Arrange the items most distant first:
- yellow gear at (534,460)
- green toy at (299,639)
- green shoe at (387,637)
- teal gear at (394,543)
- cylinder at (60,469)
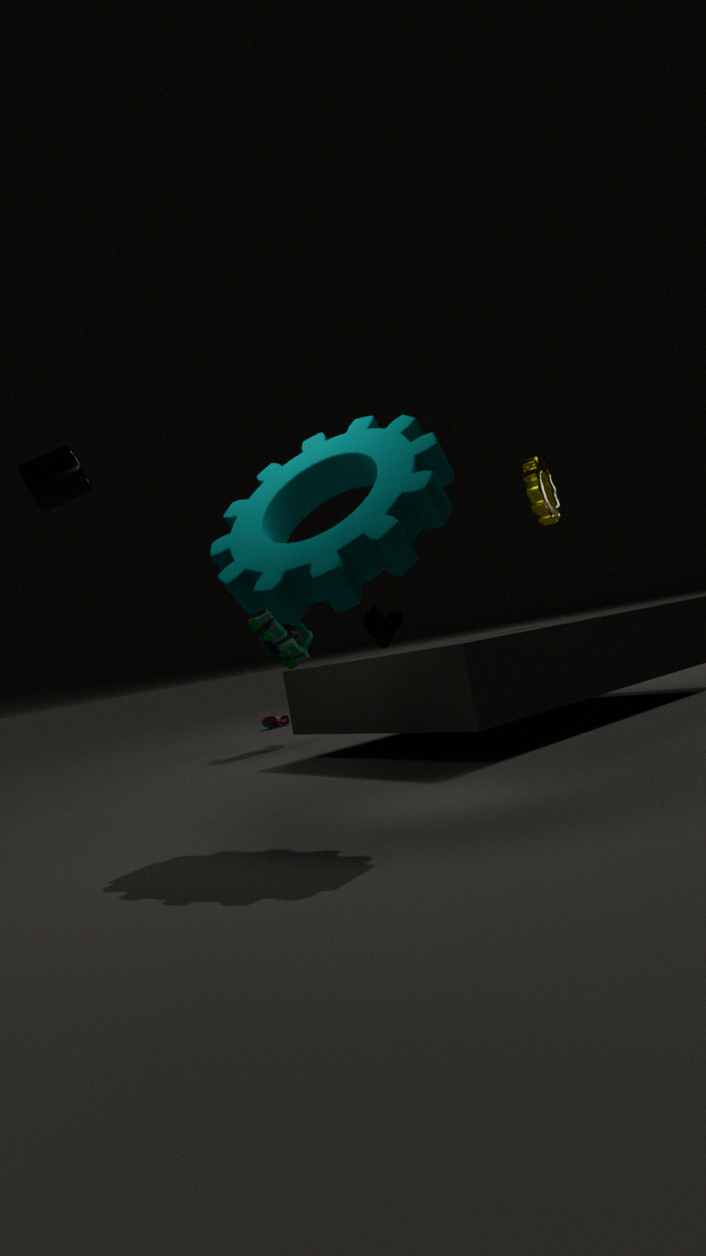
green shoe at (387,637), green toy at (299,639), yellow gear at (534,460), cylinder at (60,469), teal gear at (394,543)
